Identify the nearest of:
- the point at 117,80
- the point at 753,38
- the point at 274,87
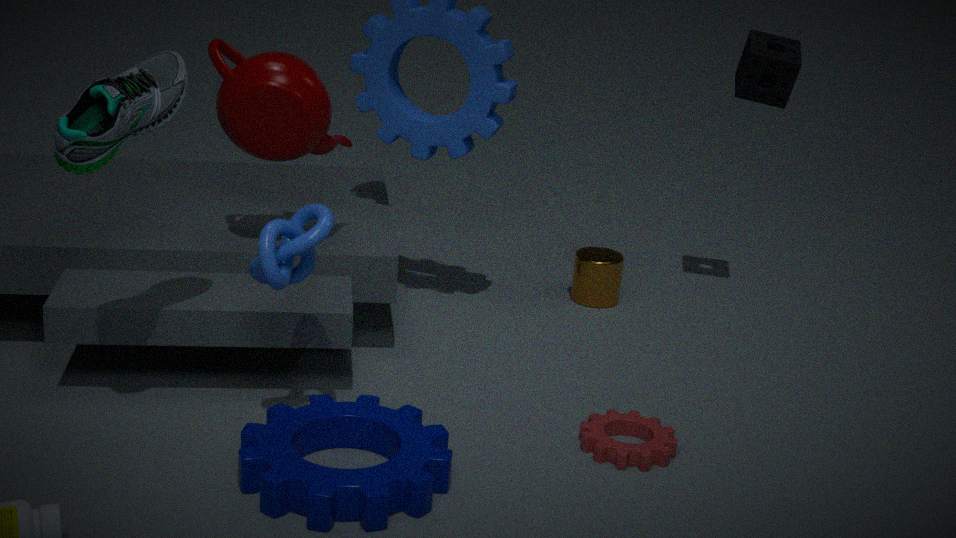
the point at 117,80
